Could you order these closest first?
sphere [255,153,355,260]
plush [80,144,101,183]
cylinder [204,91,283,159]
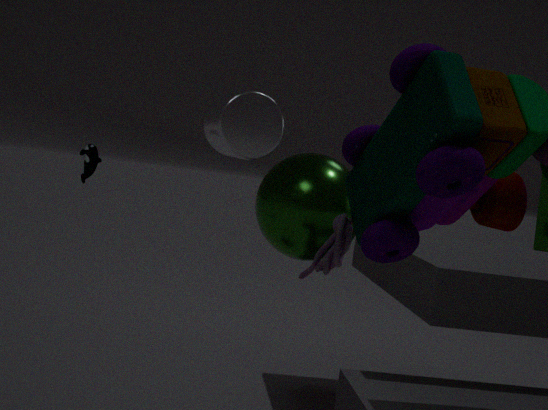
1. cylinder [204,91,283,159]
2. sphere [255,153,355,260]
3. plush [80,144,101,183]
